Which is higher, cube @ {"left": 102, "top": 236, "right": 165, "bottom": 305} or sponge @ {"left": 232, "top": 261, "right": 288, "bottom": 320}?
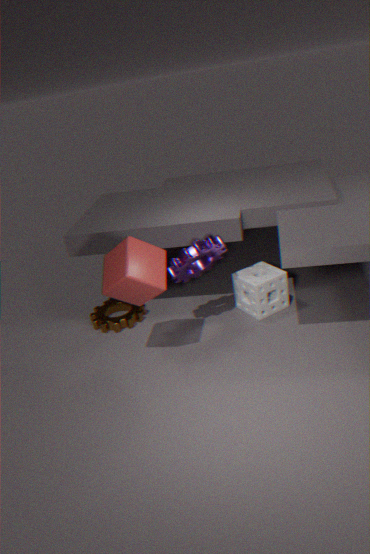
cube @ {"left": 102, "top": 236, "right": 165, "bottom": 305}
